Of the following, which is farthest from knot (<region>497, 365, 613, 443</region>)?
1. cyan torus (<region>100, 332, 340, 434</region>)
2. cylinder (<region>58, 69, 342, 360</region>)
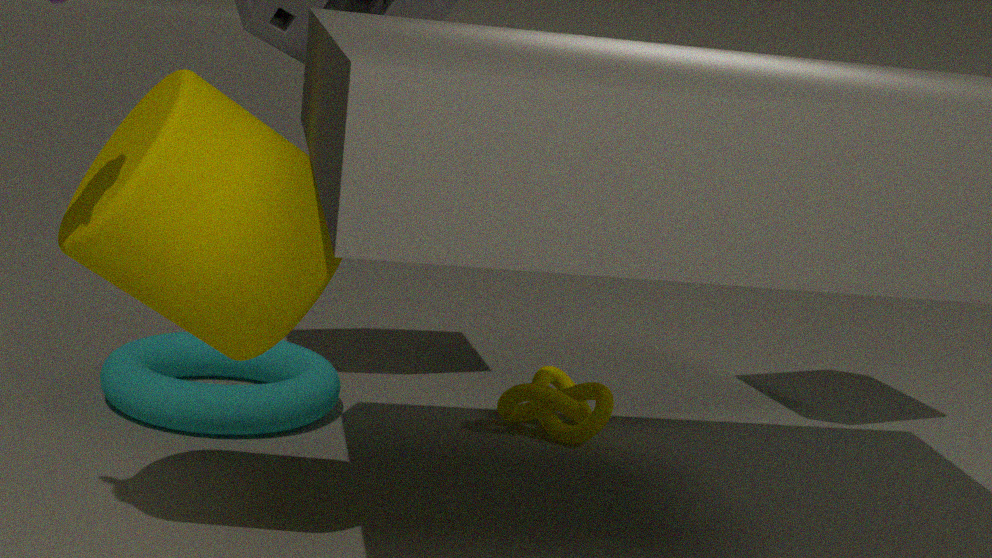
cylinder (<region>58, 69, 342, 360</region>)
